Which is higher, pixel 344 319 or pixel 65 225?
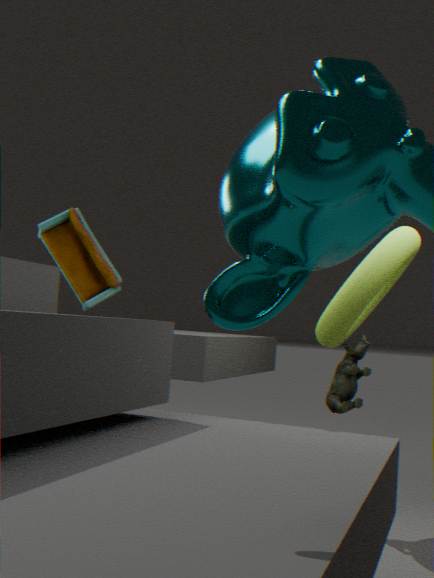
pixel 65 225
